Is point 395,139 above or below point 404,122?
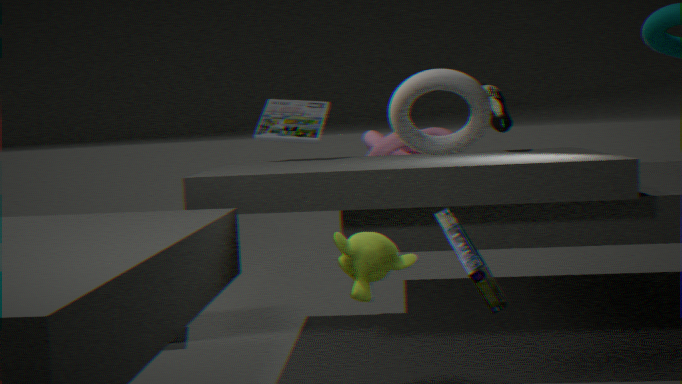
below
